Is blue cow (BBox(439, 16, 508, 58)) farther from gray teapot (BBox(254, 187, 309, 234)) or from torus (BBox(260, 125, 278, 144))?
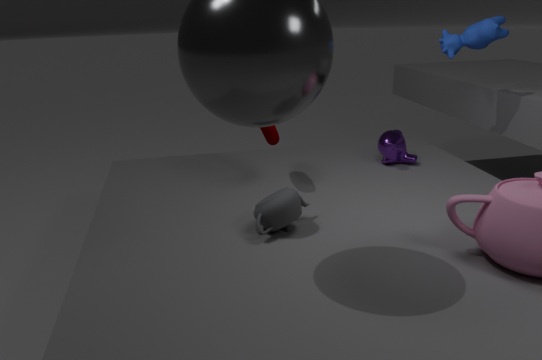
gray teapot (BBox(254, 187, 309, 234))
